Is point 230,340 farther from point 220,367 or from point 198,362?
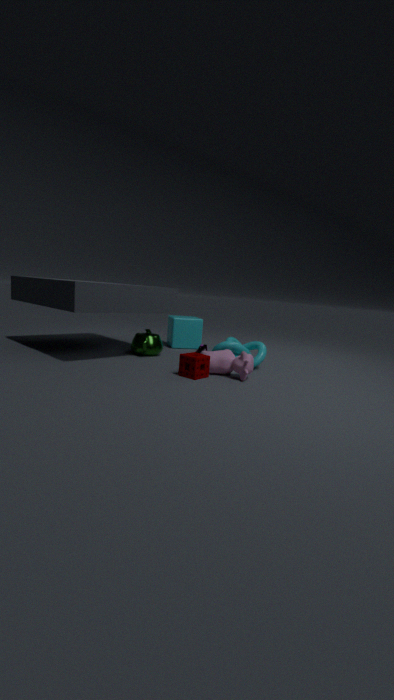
point 198,362
